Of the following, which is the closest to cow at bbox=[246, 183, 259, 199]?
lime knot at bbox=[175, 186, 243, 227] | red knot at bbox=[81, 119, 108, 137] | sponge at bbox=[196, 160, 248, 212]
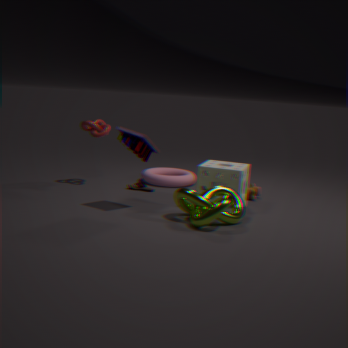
sponge at bbox=[196, 160, 248, 212]
